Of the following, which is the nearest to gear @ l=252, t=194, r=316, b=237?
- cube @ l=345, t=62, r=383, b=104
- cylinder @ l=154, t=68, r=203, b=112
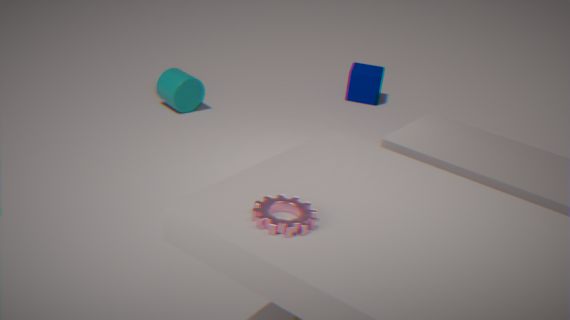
cylinder @ l=154, t=68, r=203, b=112
